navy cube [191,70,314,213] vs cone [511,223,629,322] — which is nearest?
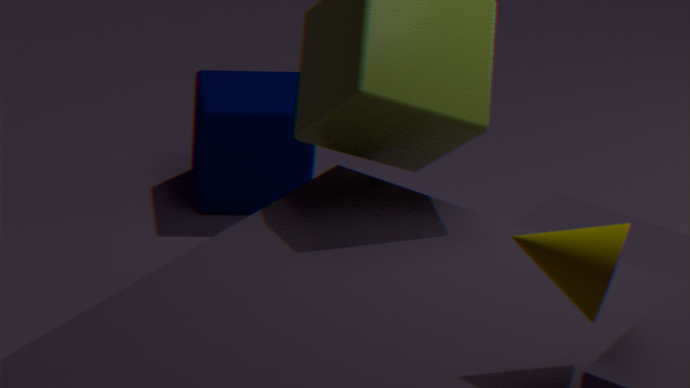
cone [511,223,629,322]
